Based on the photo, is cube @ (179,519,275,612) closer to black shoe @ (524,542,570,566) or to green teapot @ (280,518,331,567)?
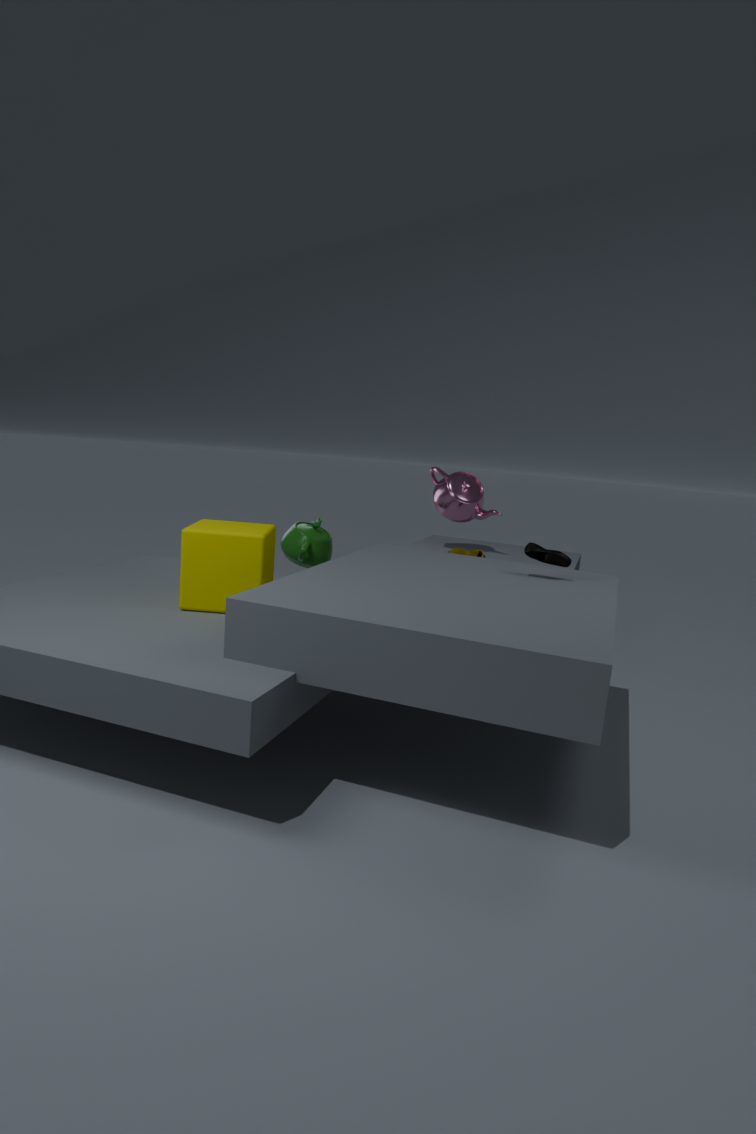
green teapot @ (280,518,331,567)
